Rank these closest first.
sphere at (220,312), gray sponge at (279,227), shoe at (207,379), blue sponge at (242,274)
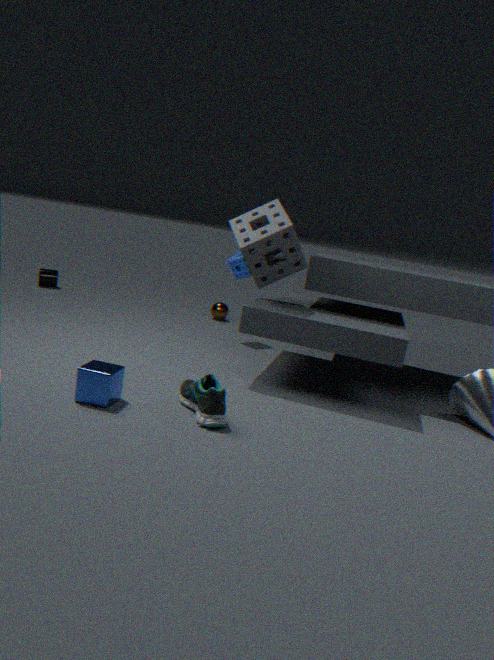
1. shoe at (207,379)
2. gray sponge at (279,227)
3. blue sponge at (242,274)
4. sphere at (220,312)
